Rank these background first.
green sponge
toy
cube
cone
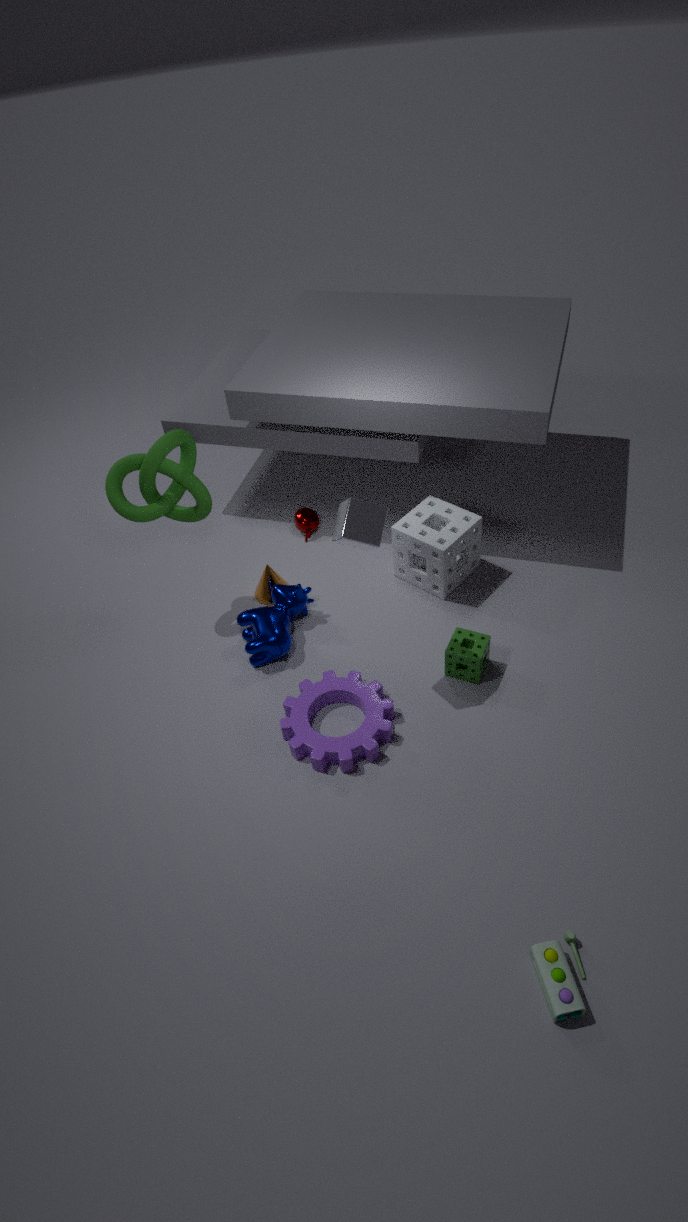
cone → green sponge → cube → toy
